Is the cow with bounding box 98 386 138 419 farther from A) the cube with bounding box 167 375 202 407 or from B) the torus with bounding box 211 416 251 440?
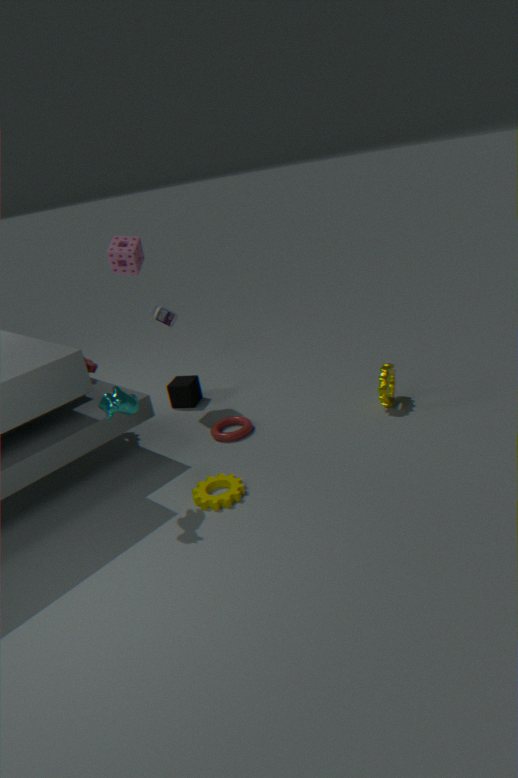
A) the cube with bounding box 167 375 202 407
